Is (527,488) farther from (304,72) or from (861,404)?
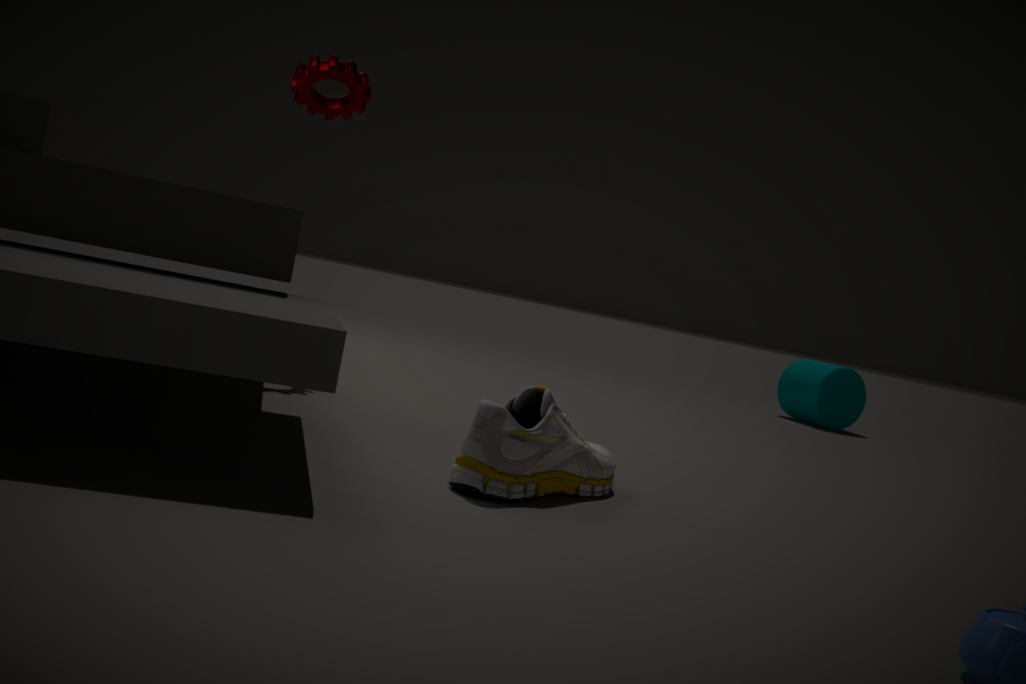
(861,404)
